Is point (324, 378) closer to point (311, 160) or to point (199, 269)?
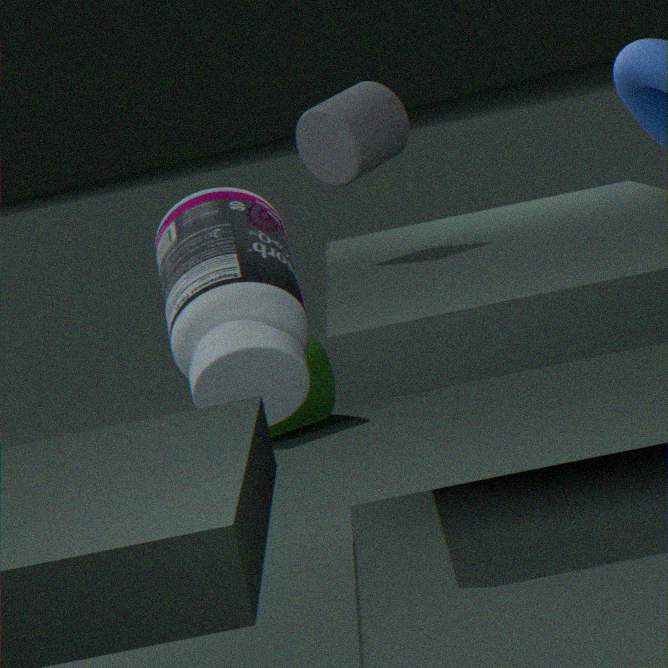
point (199, 269)
